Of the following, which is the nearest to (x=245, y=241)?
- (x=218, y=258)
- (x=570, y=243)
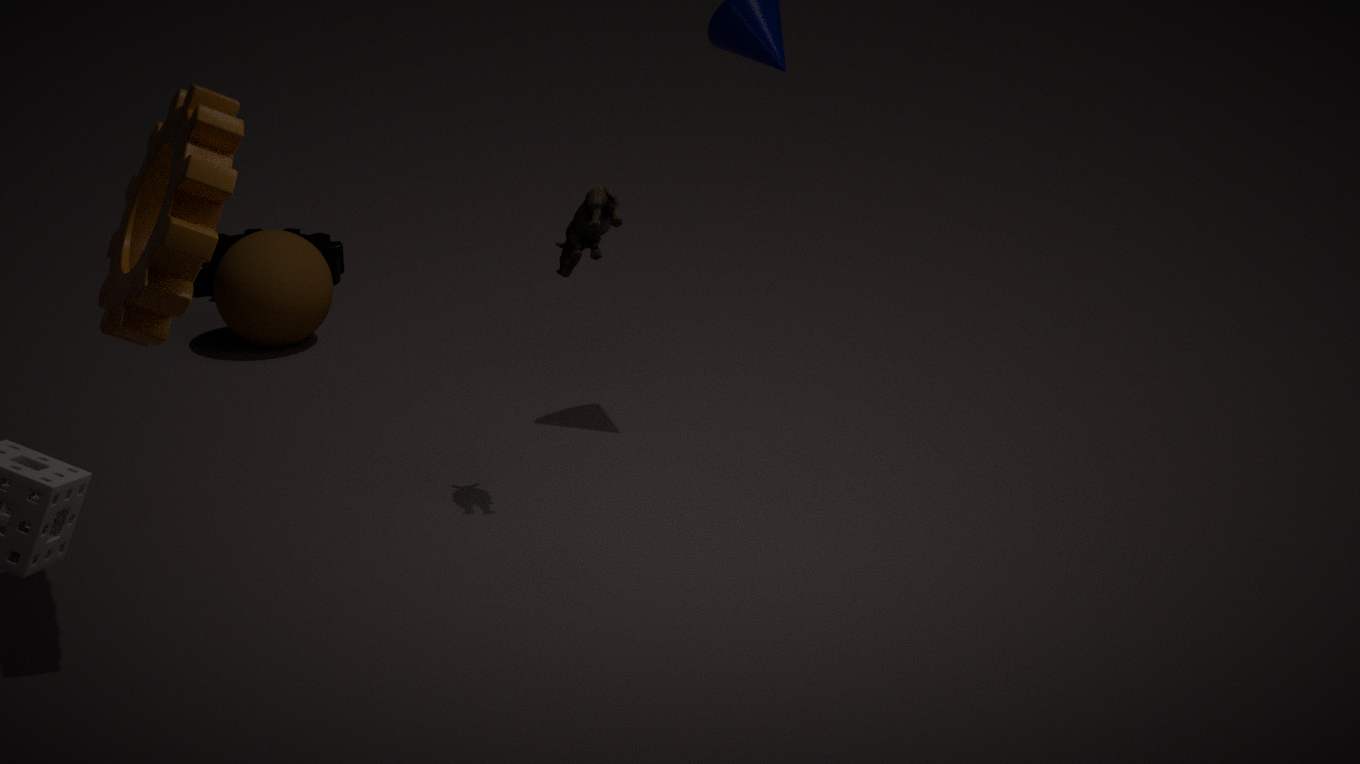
(x=218, y=258)
